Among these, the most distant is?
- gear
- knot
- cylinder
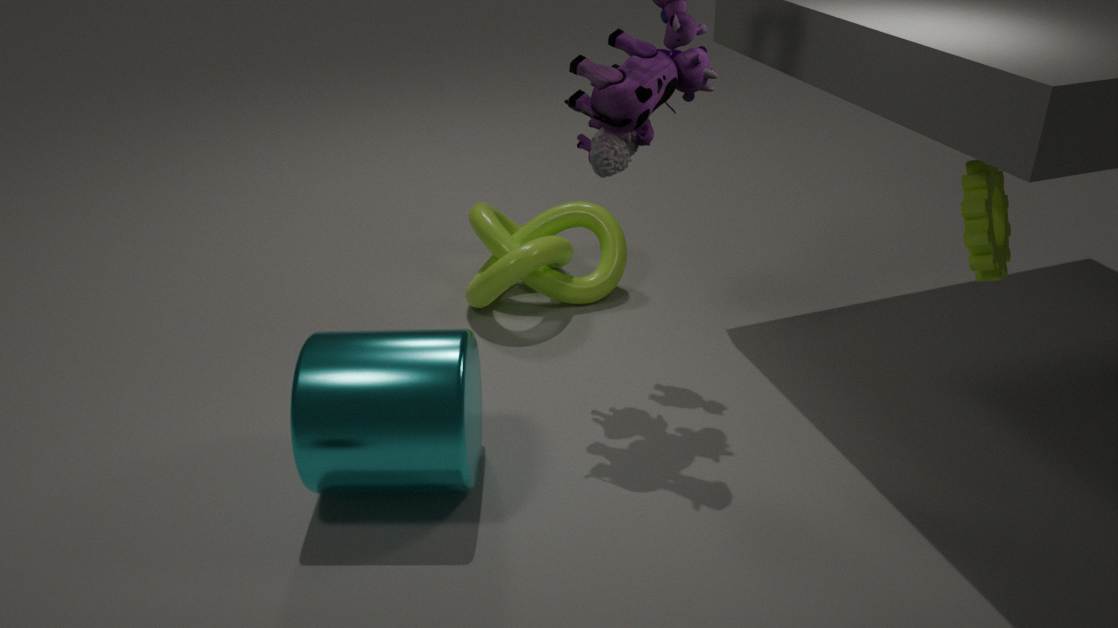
knot
